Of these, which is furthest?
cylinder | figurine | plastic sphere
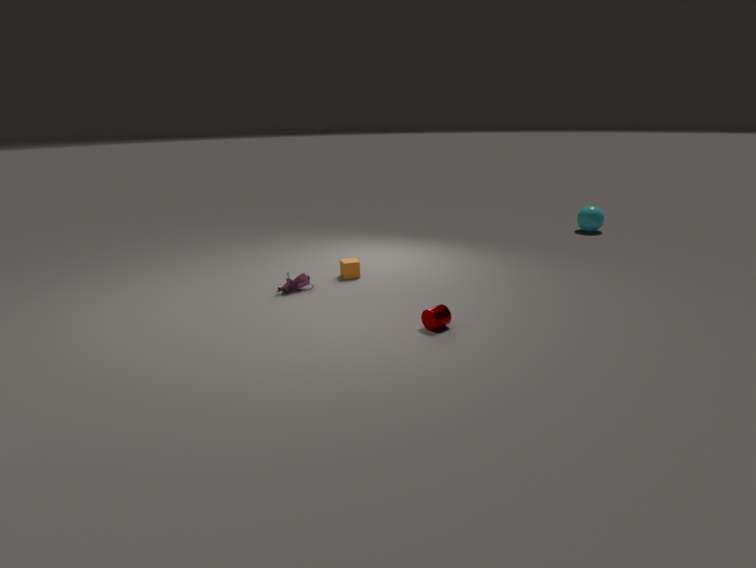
plastic sphere
